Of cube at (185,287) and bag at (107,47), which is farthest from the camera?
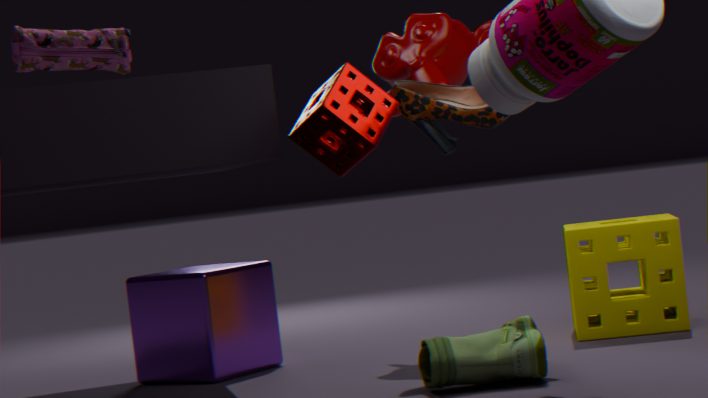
cube at (185,287)
